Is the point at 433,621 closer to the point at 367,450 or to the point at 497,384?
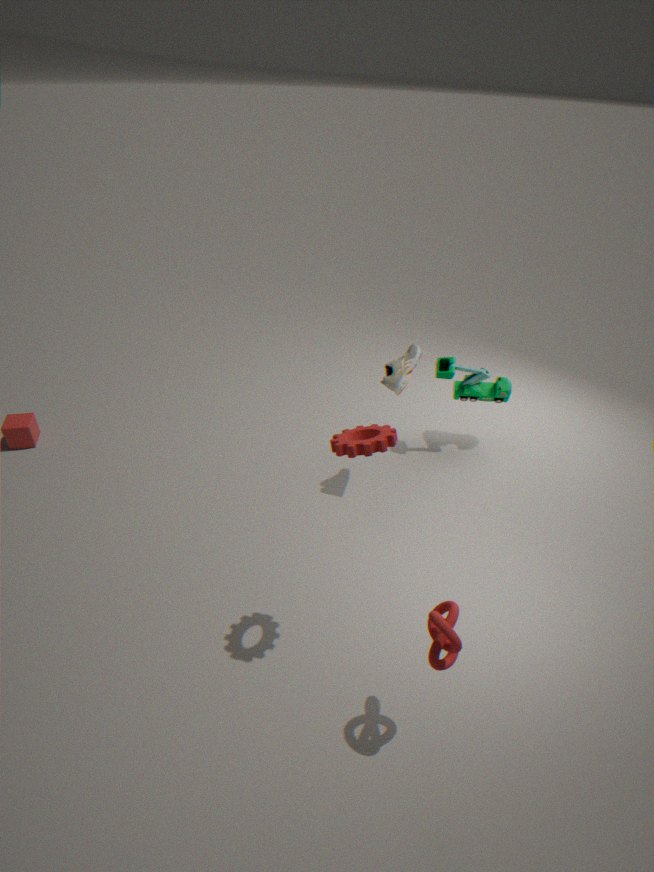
the point at 367,450
